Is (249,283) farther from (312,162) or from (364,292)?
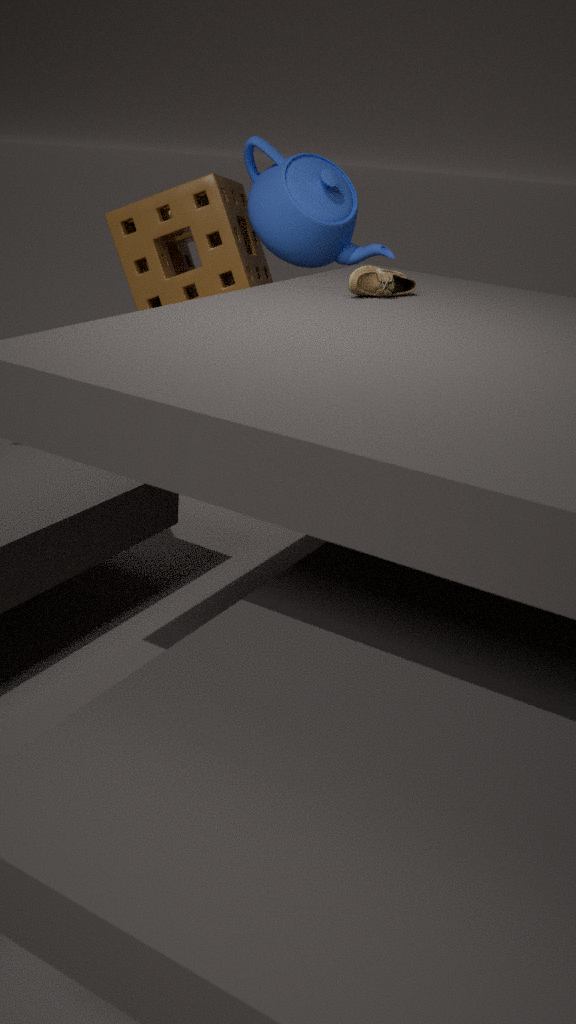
(364,292)
